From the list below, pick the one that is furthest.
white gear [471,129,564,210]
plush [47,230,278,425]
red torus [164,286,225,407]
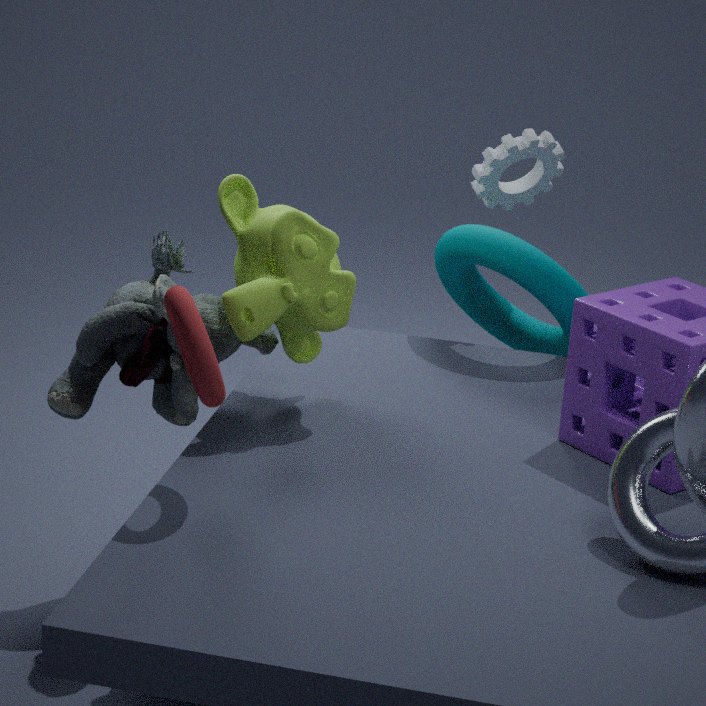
white gear [471,129,564,210]
